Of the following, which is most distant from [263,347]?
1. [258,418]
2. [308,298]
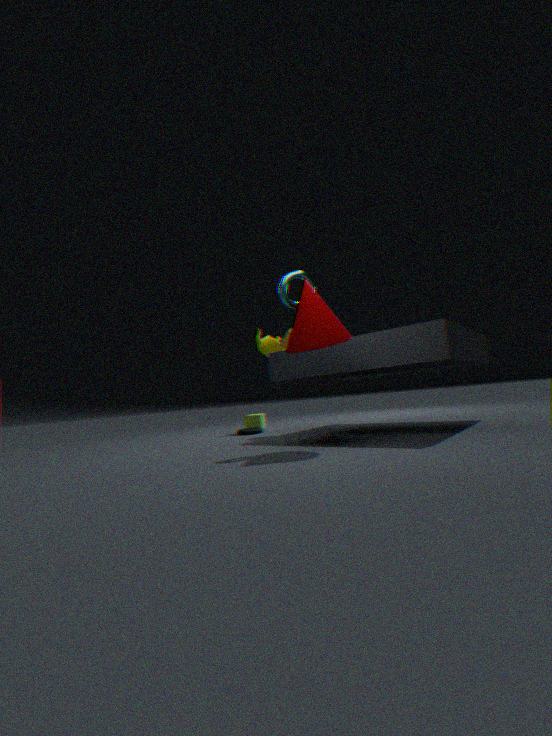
[308,298]
